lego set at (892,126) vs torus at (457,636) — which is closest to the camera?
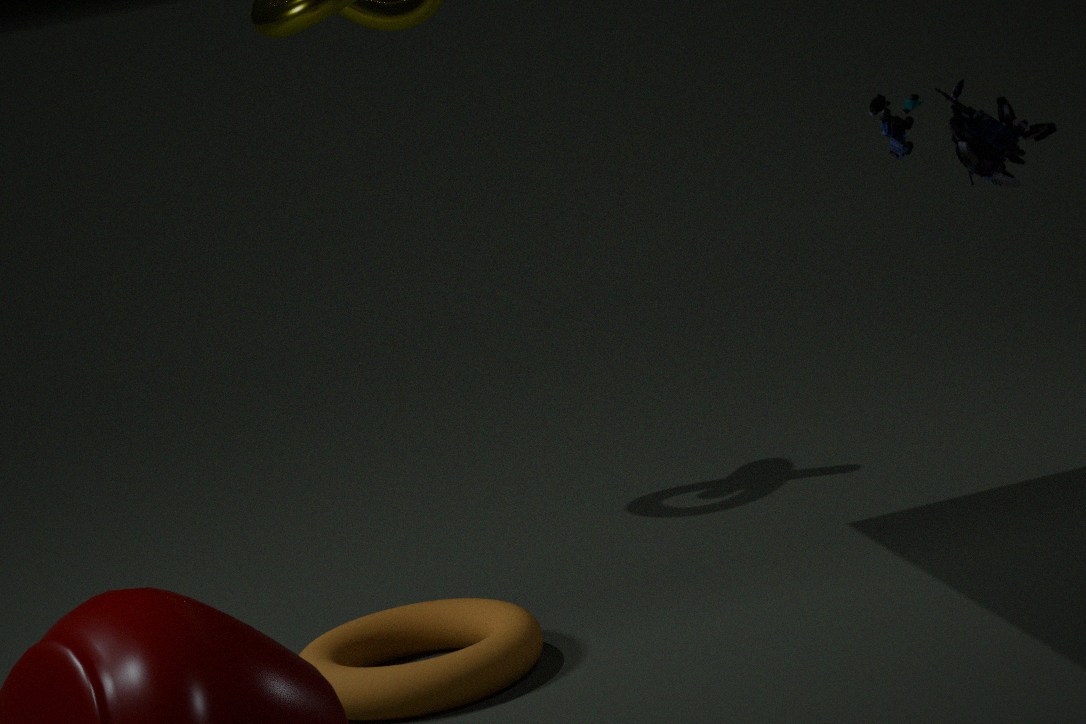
torus at (457,636)
